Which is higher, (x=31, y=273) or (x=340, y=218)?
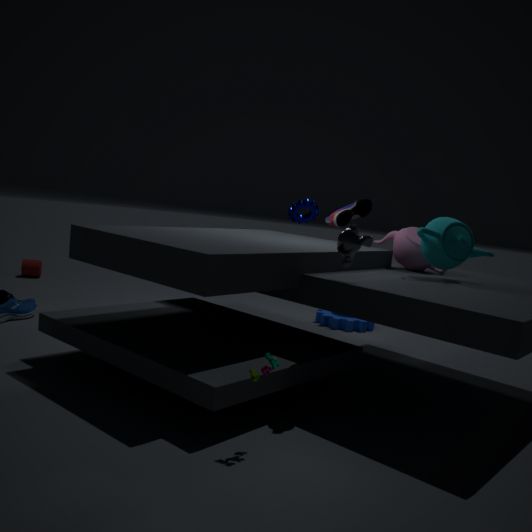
(x=340, y=218)
